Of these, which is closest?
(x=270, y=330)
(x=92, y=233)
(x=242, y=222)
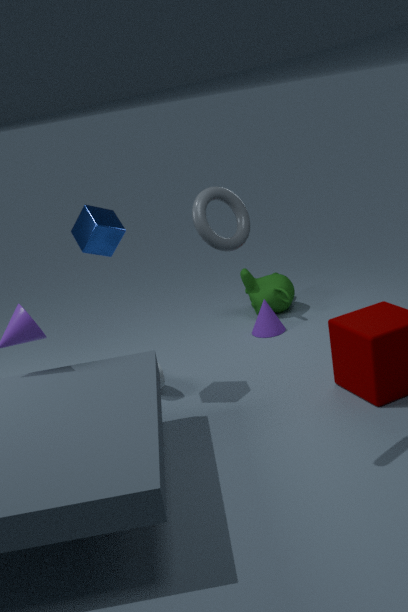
(x=242, y=222)
